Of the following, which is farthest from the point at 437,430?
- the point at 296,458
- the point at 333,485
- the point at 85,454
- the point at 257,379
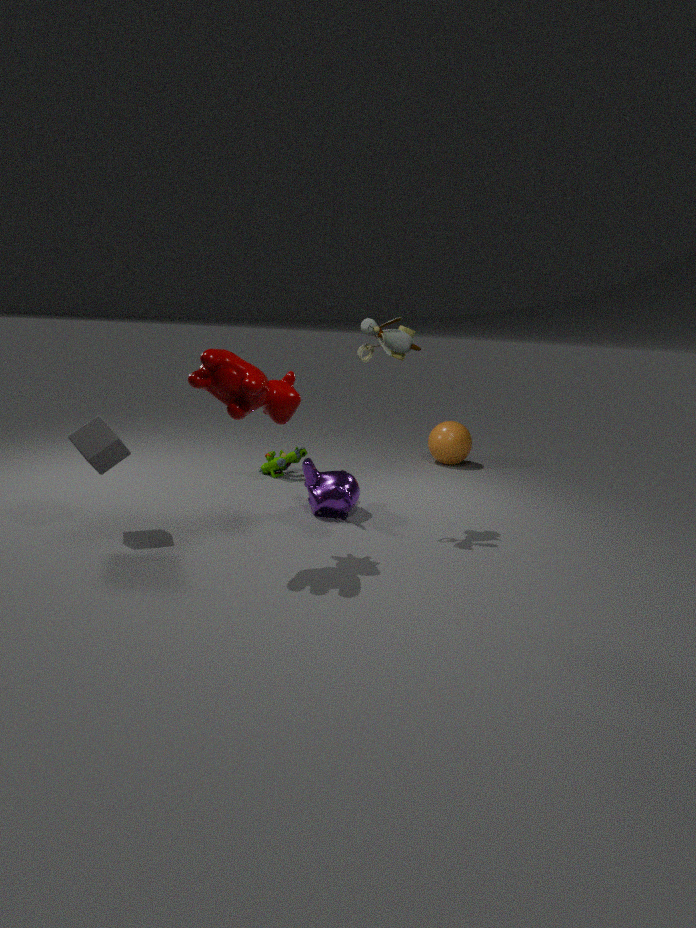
the point at 85,454
